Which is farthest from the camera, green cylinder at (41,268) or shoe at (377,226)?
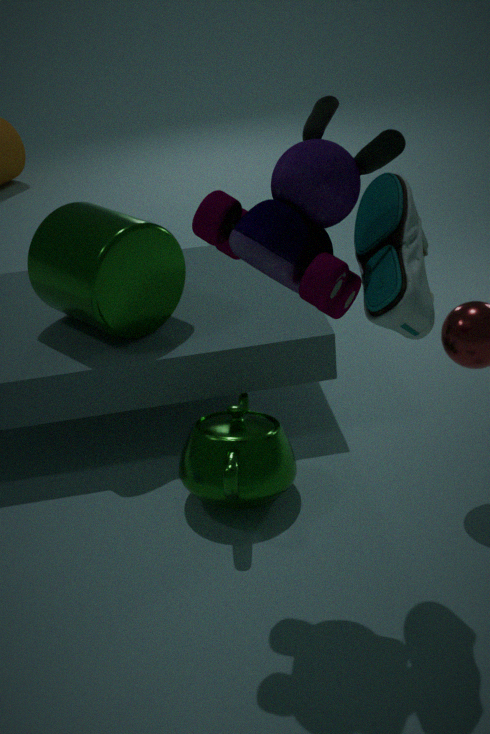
green cylinder at (41,268)
